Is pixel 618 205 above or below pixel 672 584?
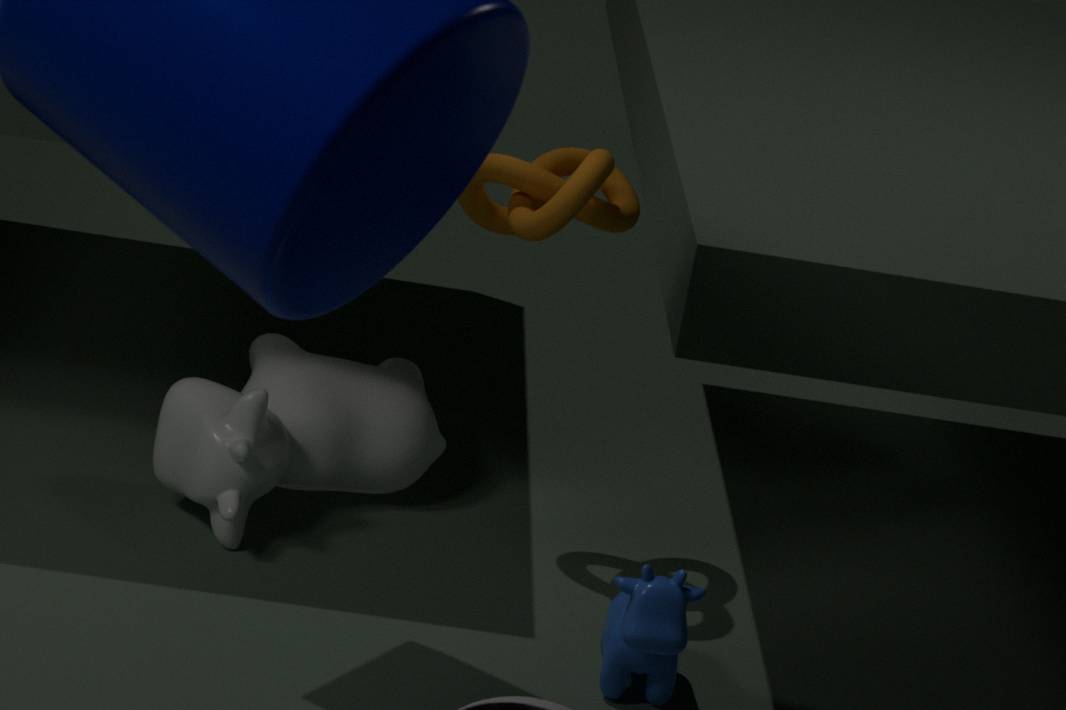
above
